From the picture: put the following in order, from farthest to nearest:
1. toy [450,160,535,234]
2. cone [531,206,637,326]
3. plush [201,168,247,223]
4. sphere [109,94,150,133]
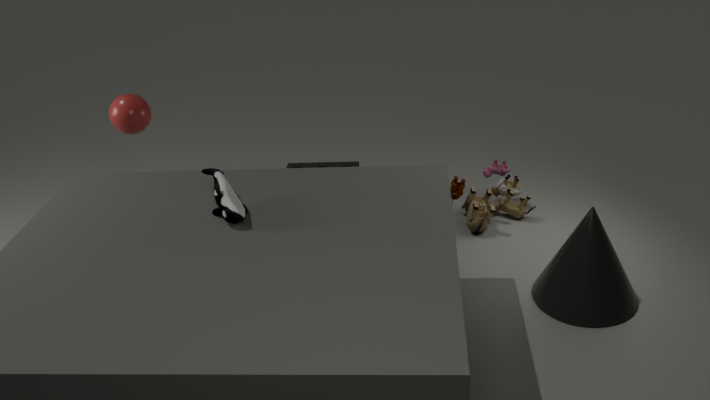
1. toy [450,160,535,234]
2. sphere [109,94,150,133]
3. cone [531,206,637,326]
4. plush [201,168,247,223]
